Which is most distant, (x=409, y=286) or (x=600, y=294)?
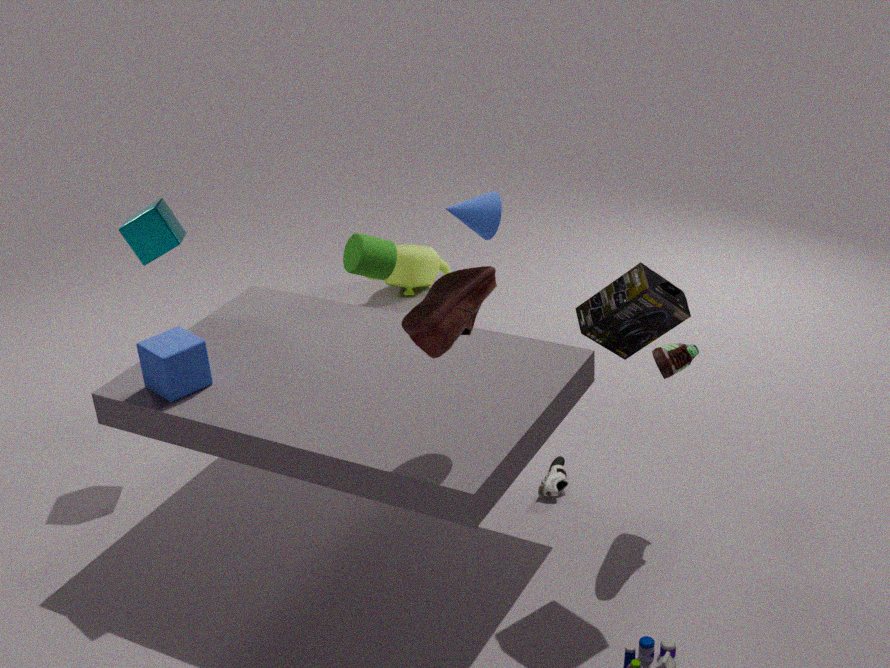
(x=409, y=286)
